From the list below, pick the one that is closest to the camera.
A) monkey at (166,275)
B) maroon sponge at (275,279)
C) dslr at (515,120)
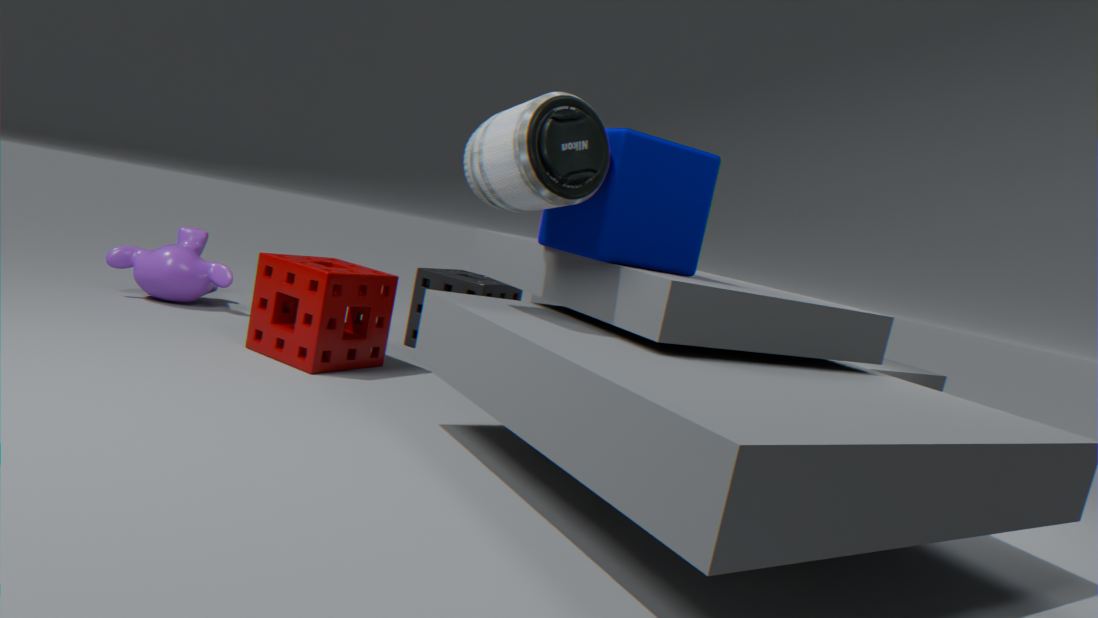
dslr at (515,120)
